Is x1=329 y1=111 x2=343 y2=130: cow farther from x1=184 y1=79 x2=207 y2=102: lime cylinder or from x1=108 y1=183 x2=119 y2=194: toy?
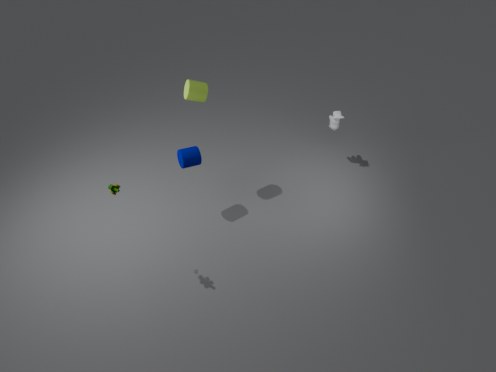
x1=108 y1=183 x2=119 y2=194: toy
